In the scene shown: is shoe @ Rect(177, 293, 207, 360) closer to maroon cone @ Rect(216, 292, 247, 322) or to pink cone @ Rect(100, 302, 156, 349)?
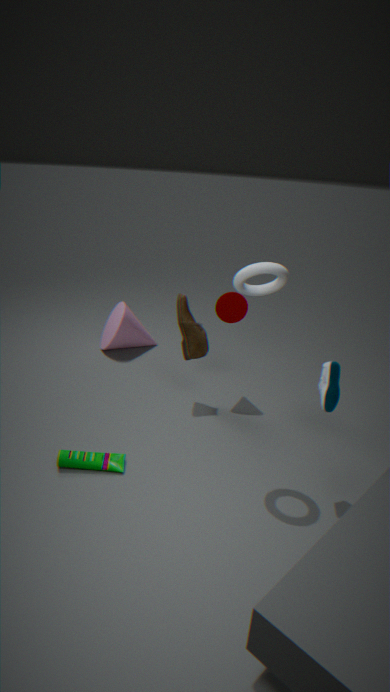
maroon cone @ Rect(216, 292, 247, 322)
